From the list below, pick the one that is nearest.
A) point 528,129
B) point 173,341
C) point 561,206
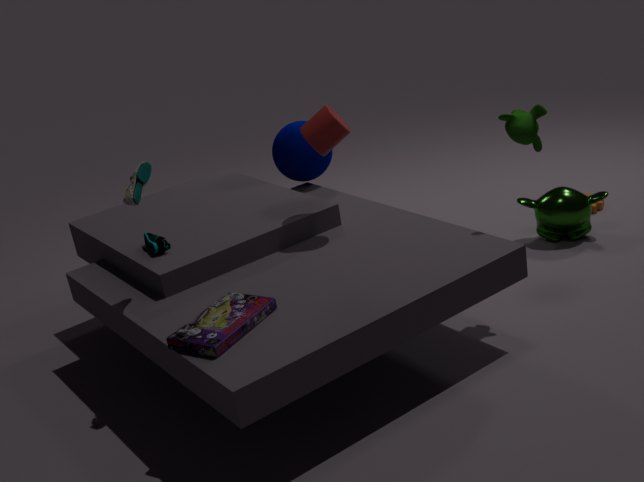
point 173,341
